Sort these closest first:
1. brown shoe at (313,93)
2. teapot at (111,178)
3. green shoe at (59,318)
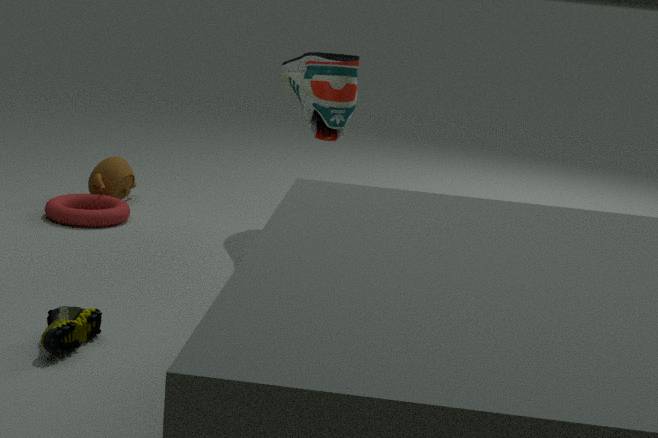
green shoe at (59,318) < brown shoe at (313,93) < teapot at (111,178)
